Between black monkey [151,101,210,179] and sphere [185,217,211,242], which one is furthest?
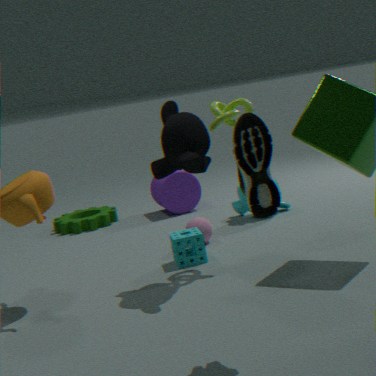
sphere [185,217,211,242]
